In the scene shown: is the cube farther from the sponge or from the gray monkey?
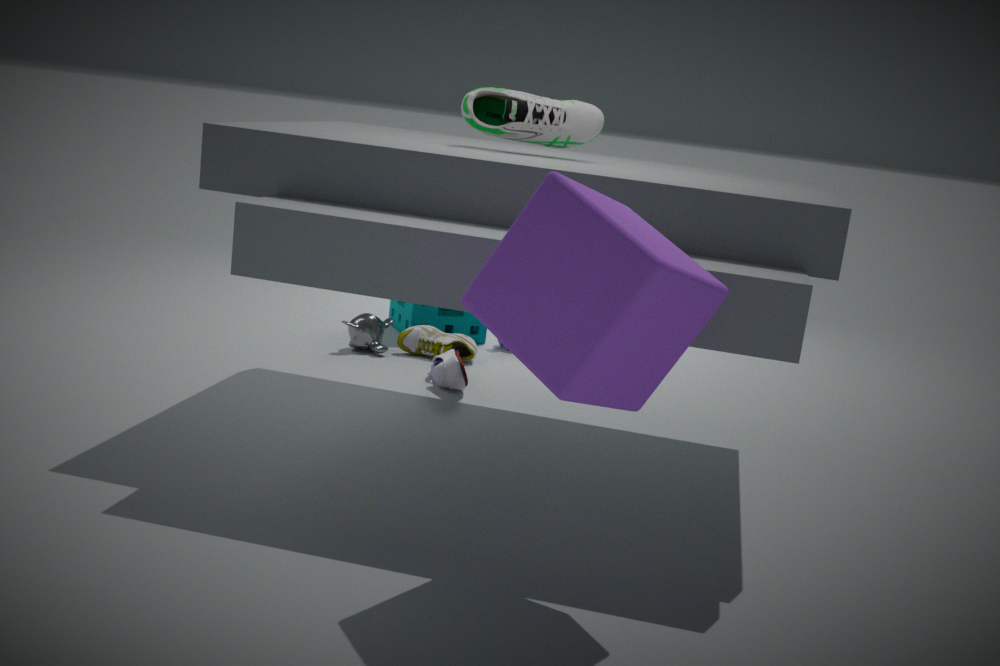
the sponge
